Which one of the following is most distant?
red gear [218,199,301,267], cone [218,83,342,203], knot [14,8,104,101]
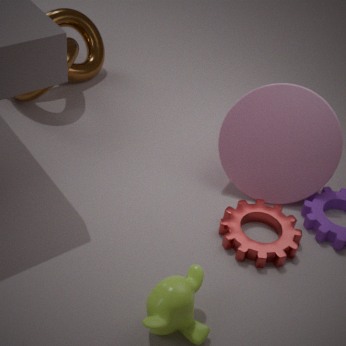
knot [14,8,104,101]
